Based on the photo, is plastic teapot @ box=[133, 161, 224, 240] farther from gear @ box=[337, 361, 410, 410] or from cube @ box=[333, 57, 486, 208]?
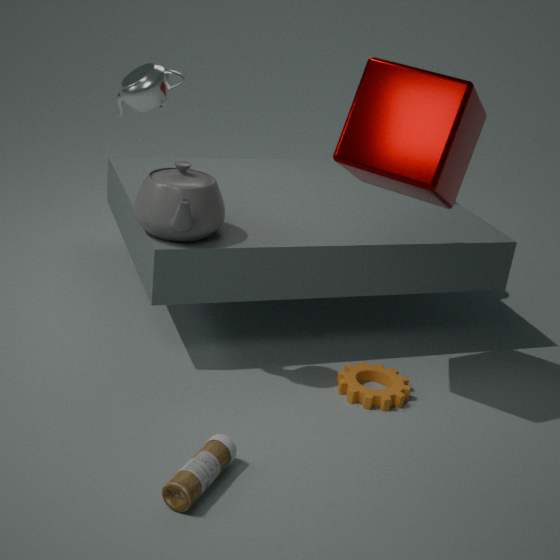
gear @ box=[337, 361, 410, 410]
